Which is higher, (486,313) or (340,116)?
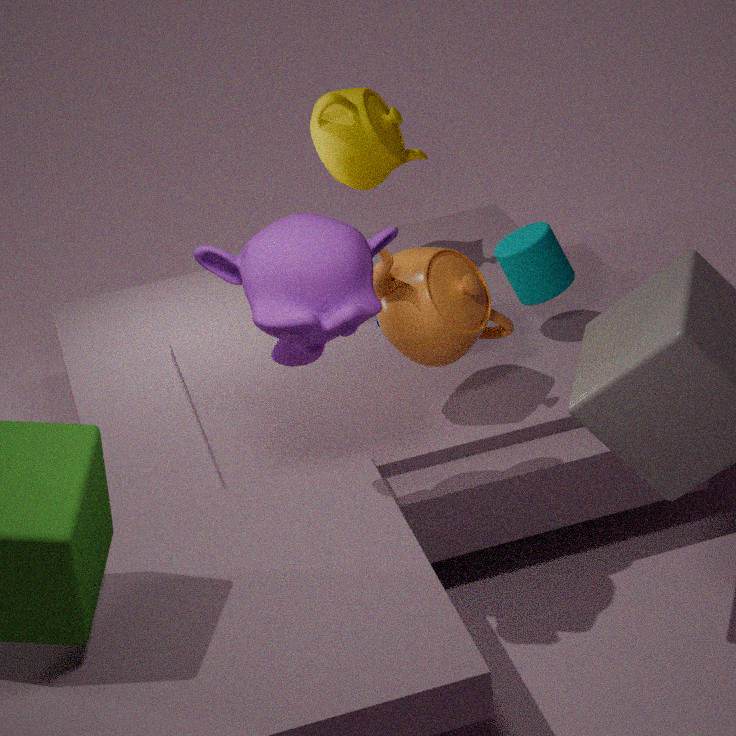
(340,116)
